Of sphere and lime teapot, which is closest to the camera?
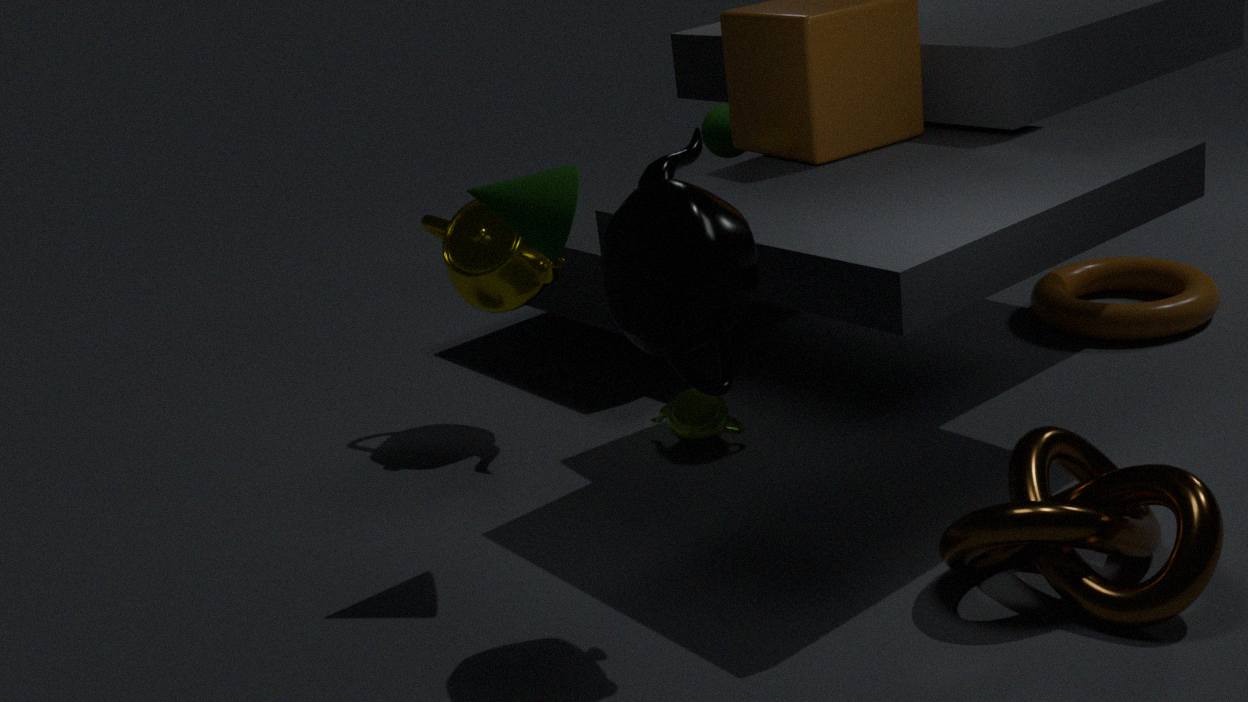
lime teapot
